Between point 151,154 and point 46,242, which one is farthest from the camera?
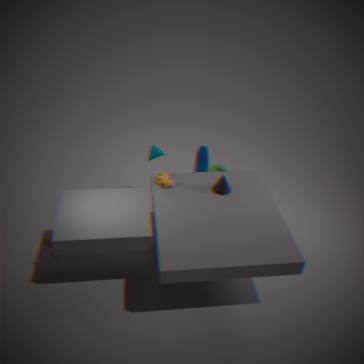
point 151,154
